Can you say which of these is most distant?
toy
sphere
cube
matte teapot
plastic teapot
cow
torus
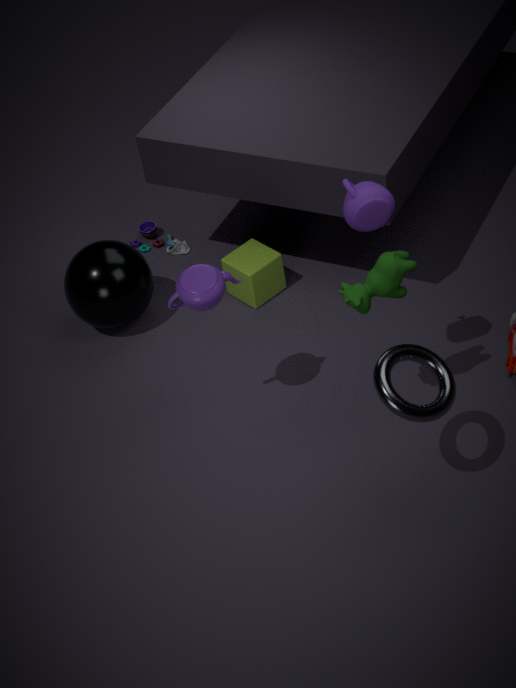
toy
